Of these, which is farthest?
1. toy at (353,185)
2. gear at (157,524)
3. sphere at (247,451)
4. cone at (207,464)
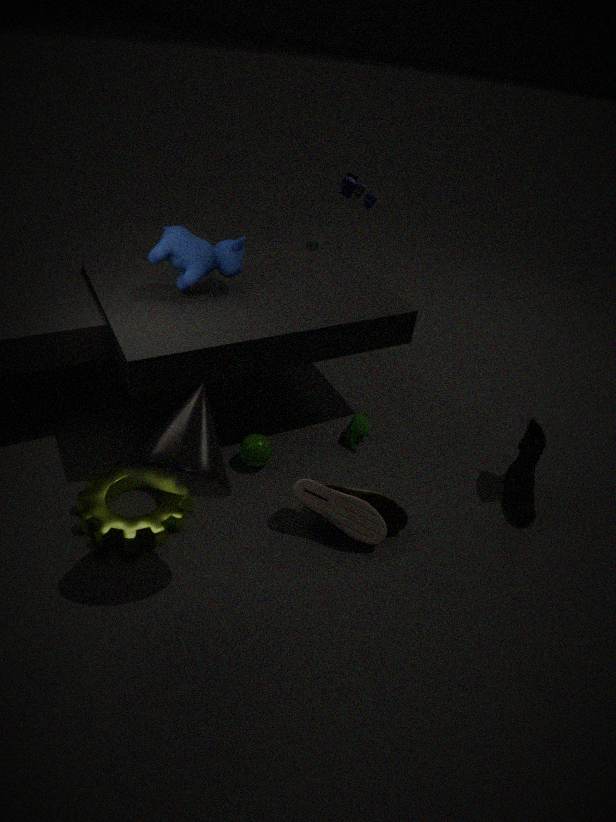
toy at (353,185)
